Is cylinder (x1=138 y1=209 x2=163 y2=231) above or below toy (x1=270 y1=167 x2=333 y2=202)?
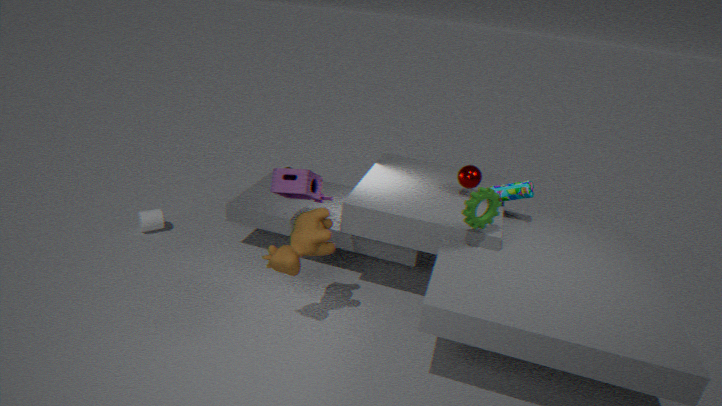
below
